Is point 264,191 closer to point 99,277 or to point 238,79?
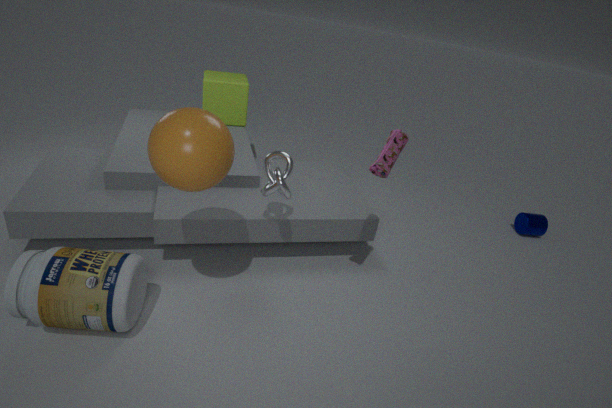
point 99,277
